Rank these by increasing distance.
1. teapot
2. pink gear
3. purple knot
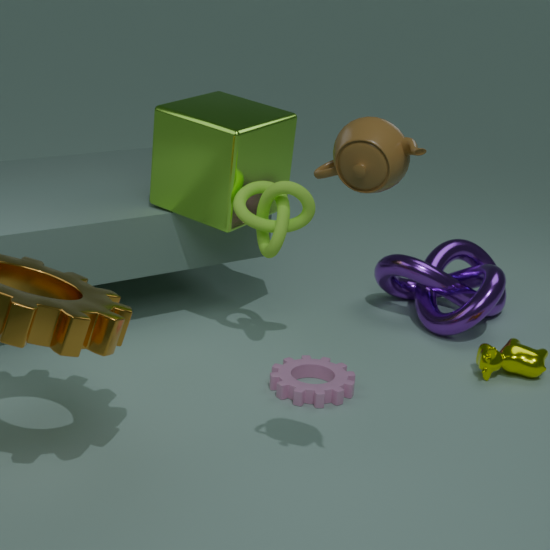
teapot, pink gear, purple knot
